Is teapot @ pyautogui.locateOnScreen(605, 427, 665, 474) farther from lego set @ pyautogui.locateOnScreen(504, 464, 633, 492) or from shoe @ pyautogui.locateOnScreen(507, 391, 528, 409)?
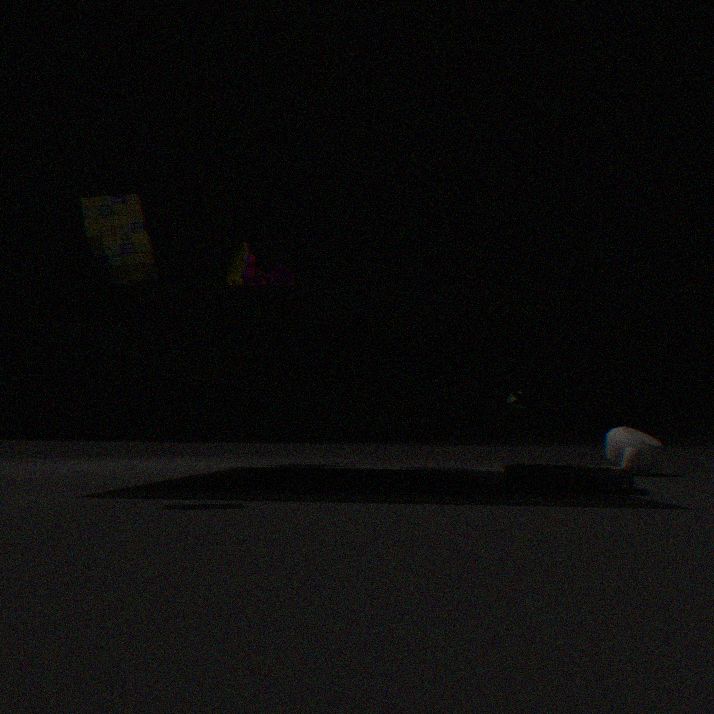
lego set @ pyautogui.locateOnScreen(504, 464, 633, 492)
